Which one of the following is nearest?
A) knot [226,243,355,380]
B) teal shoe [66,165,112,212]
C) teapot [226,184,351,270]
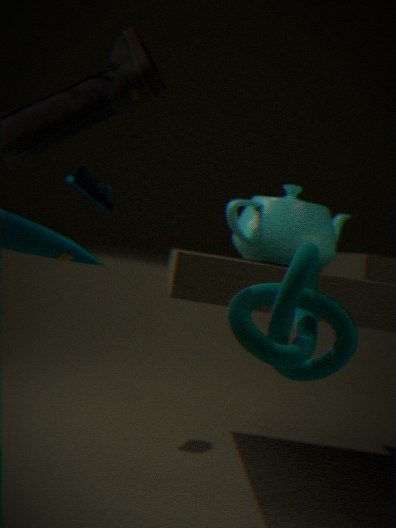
knot [226,243,355,380]
